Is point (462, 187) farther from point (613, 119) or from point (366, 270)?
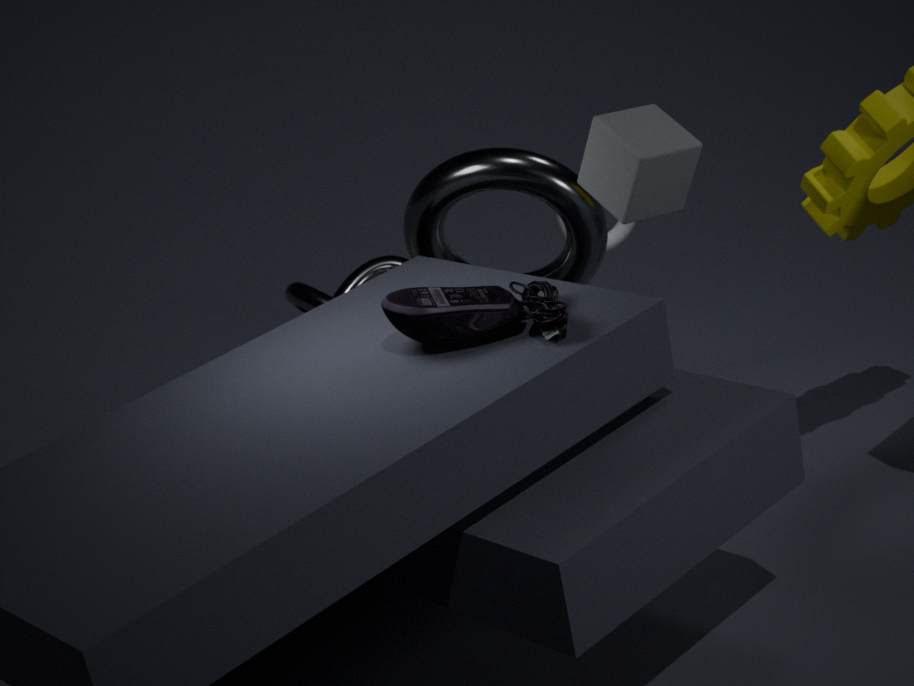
point (366, 270)
